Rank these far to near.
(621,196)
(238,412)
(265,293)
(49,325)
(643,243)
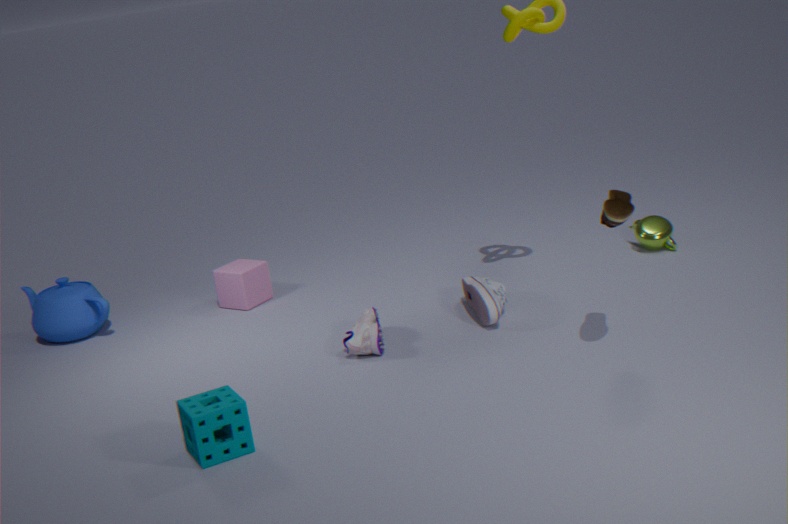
(265,293)
(643,243)
(49,325)
(621,196)
(238,412)
